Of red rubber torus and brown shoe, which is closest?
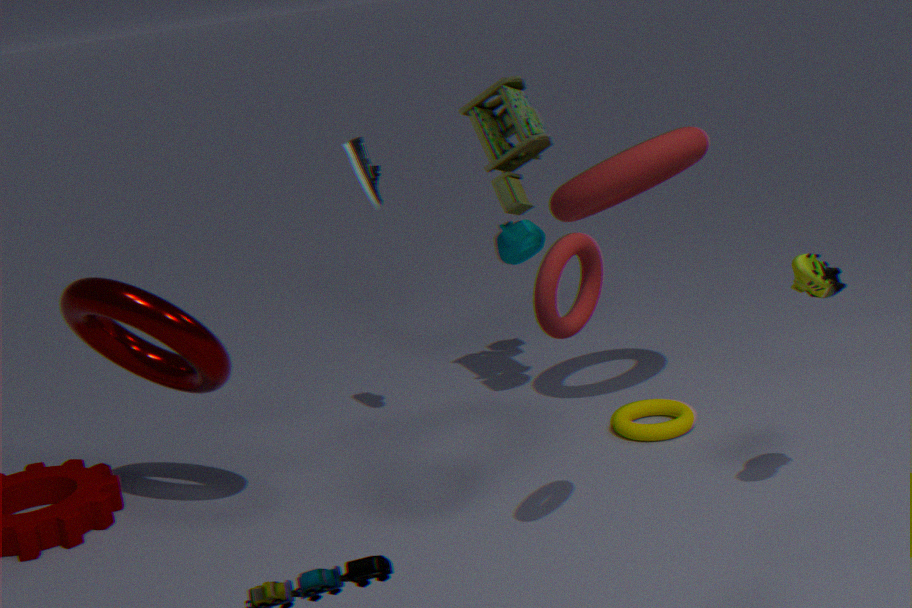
brown shoe
